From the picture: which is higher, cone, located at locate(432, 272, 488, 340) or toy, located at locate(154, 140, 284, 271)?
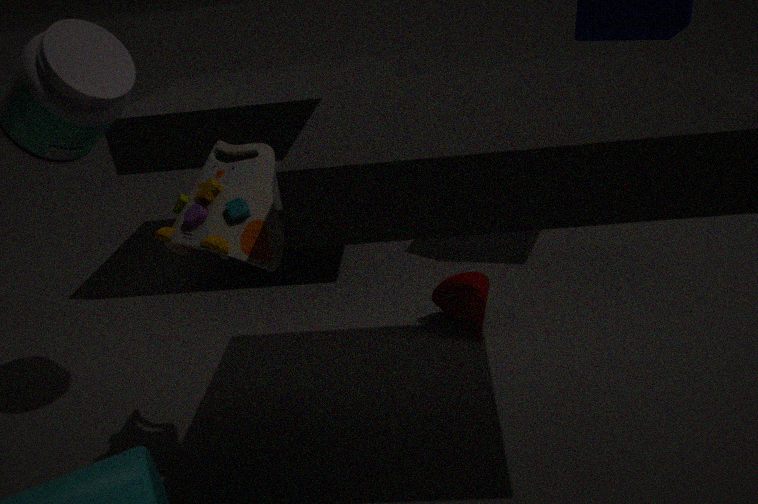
toy, located at locate(154, 140, 284, 271)
